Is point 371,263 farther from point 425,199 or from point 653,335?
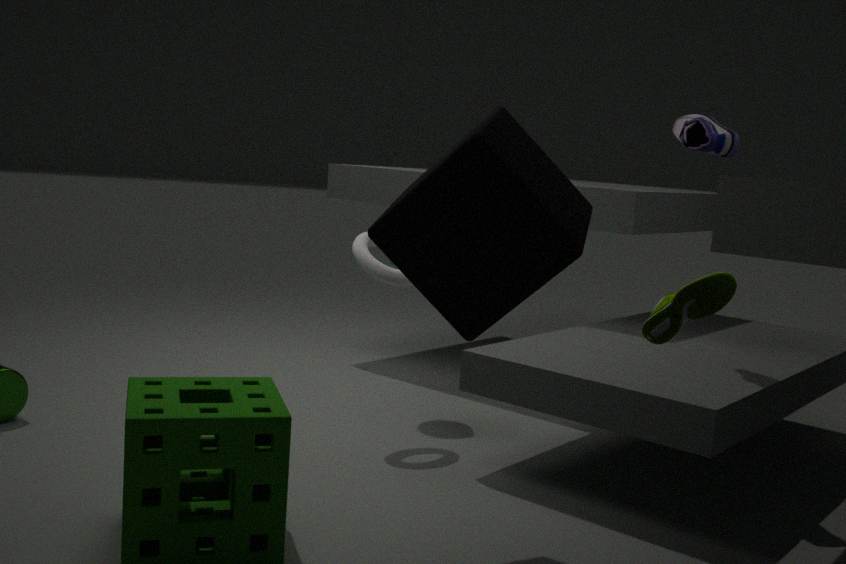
point 653,335
